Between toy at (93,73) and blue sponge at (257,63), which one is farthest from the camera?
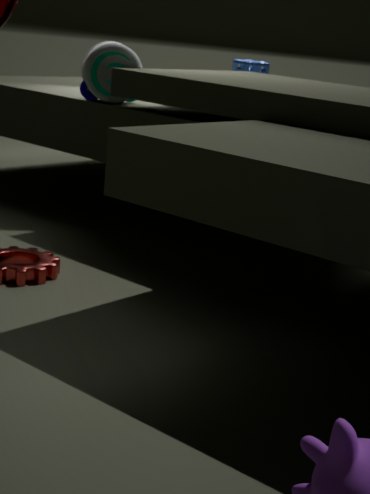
blue sponge at (257,63)
